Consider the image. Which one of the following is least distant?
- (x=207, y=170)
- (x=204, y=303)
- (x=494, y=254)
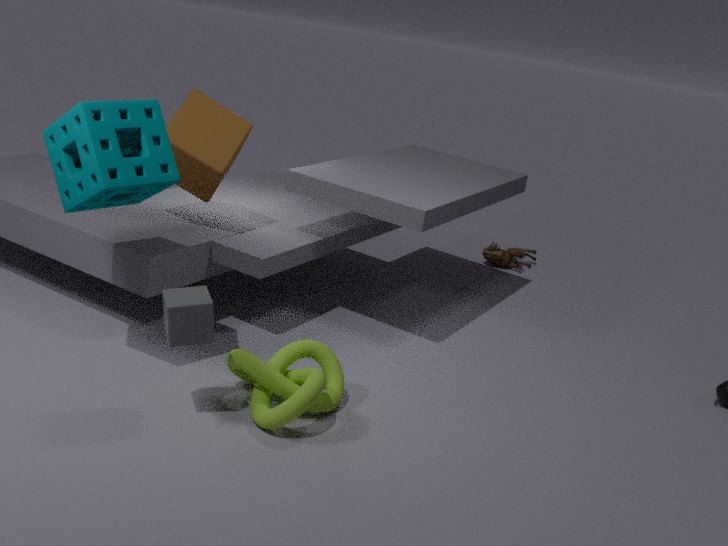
(x=204, y=303)
